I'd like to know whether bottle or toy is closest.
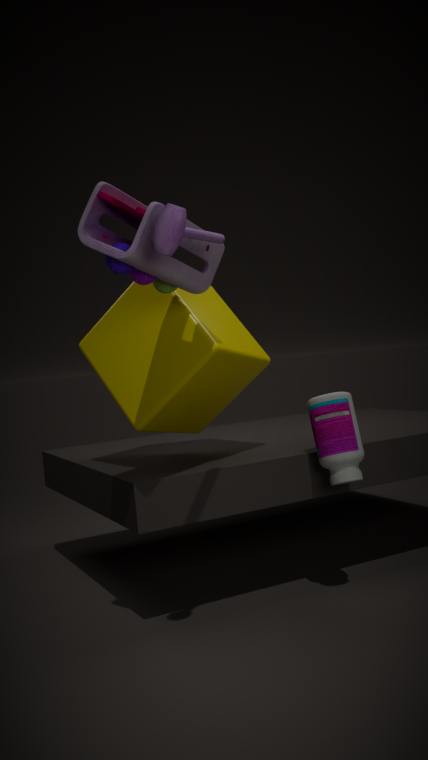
toy
